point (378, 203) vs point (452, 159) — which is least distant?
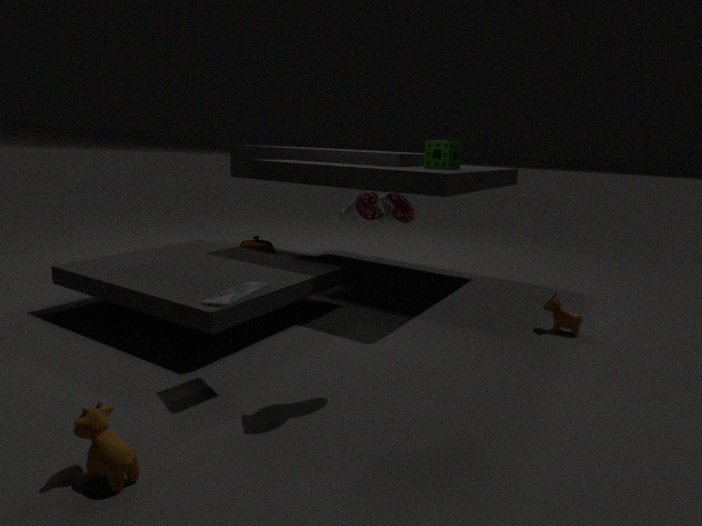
point (378, 203)
